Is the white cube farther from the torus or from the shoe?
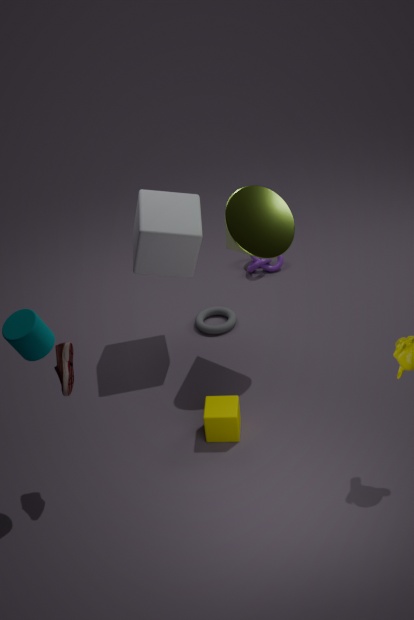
the shoe
